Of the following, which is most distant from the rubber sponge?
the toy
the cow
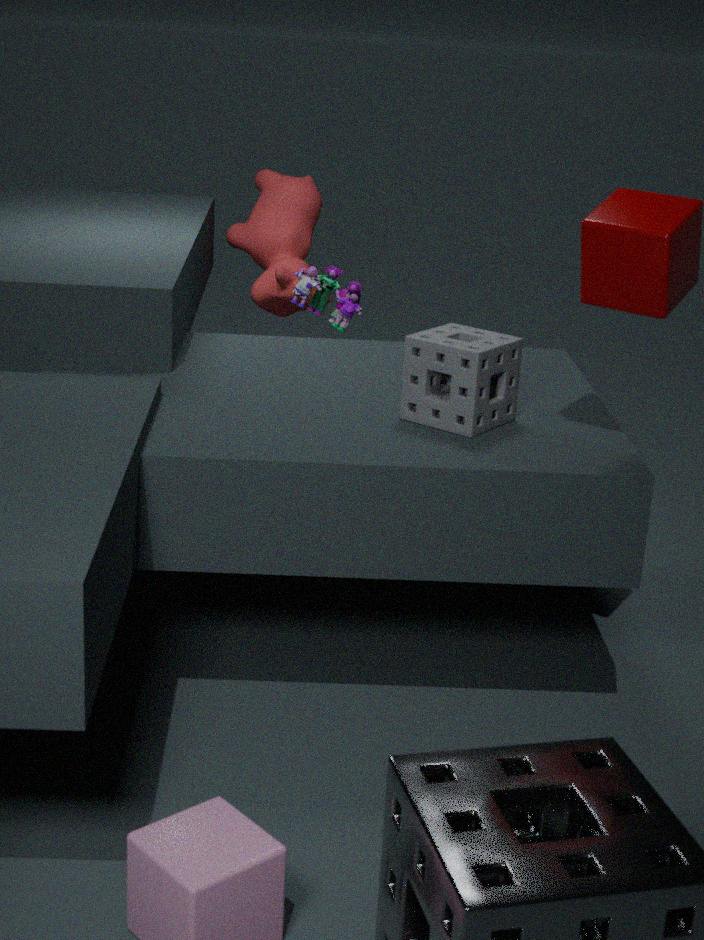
the cow
